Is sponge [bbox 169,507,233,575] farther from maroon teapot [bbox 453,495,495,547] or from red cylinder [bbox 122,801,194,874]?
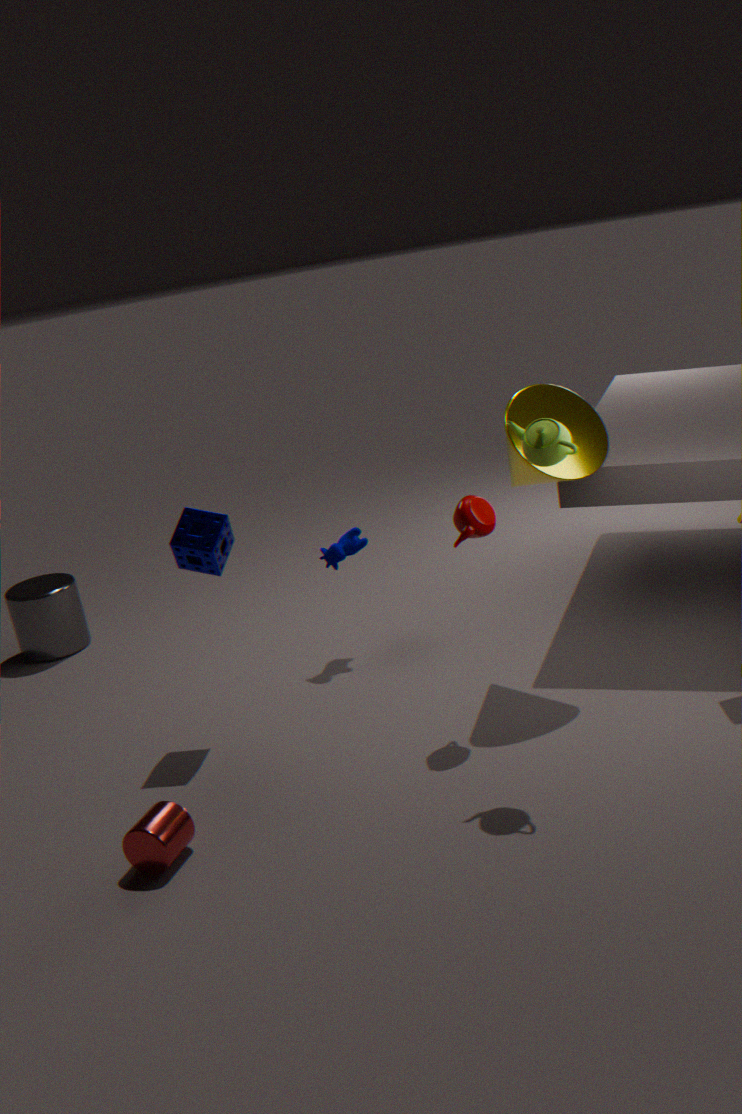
red cylinder [bbox 122,801,194,874]
